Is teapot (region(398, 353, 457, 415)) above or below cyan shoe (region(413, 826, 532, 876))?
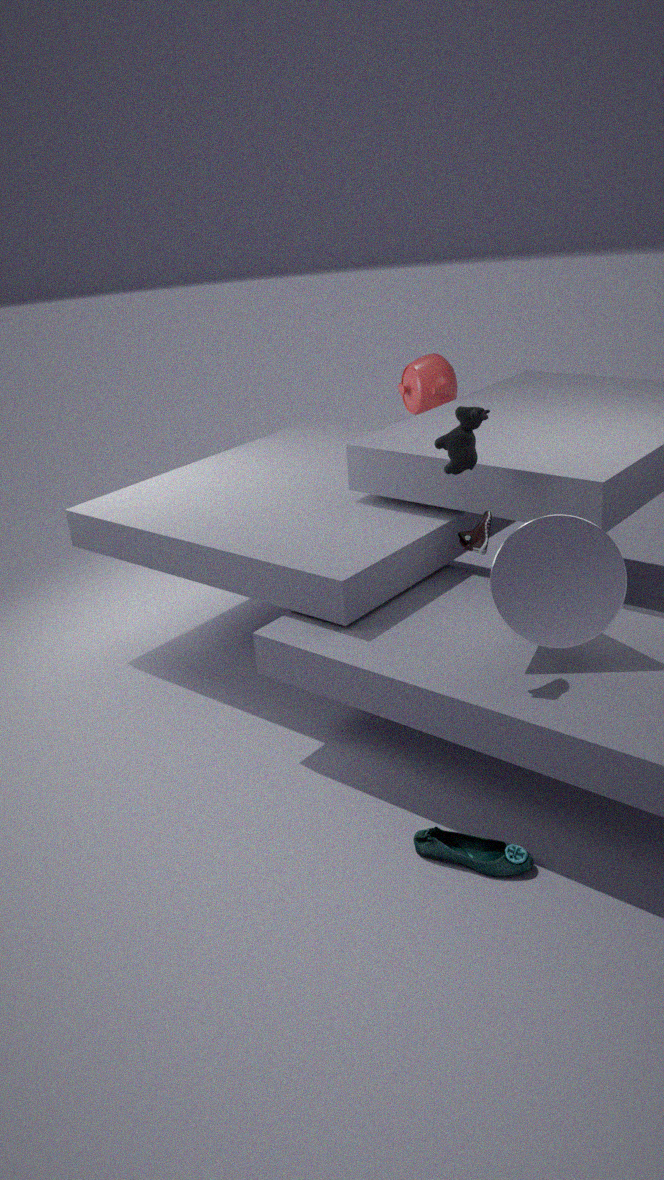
above
